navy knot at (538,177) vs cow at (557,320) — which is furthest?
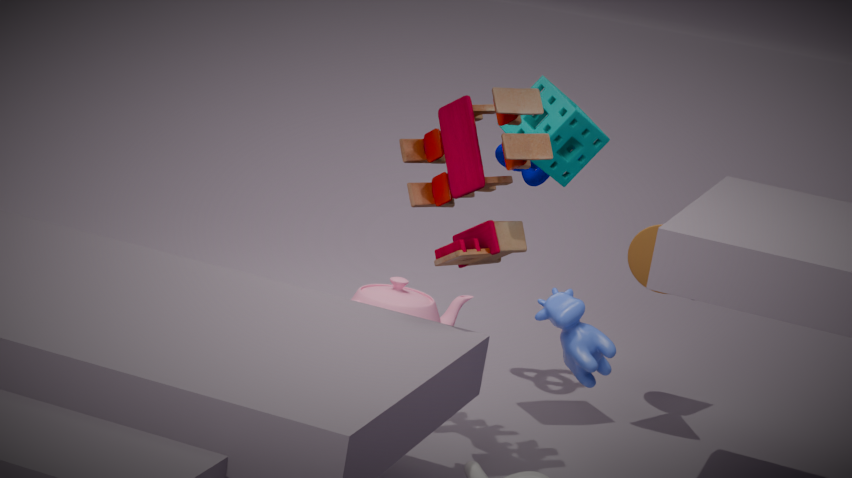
navy knot at (538,177)
